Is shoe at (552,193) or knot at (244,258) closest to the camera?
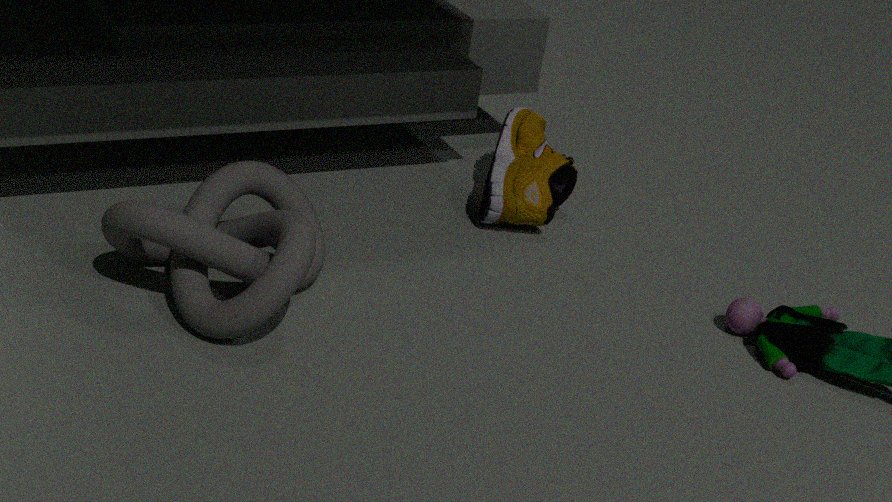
knot at (244,258)
